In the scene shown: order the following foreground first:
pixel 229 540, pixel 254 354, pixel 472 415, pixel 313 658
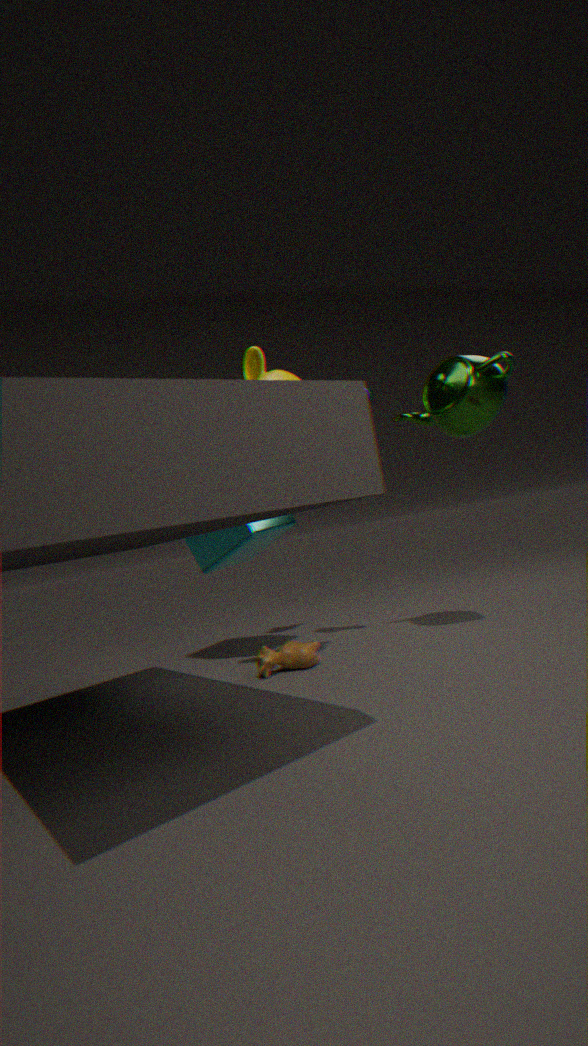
pixel 254 354 → pixel 472 415 → pixel 313 658 → pixel 229 540
